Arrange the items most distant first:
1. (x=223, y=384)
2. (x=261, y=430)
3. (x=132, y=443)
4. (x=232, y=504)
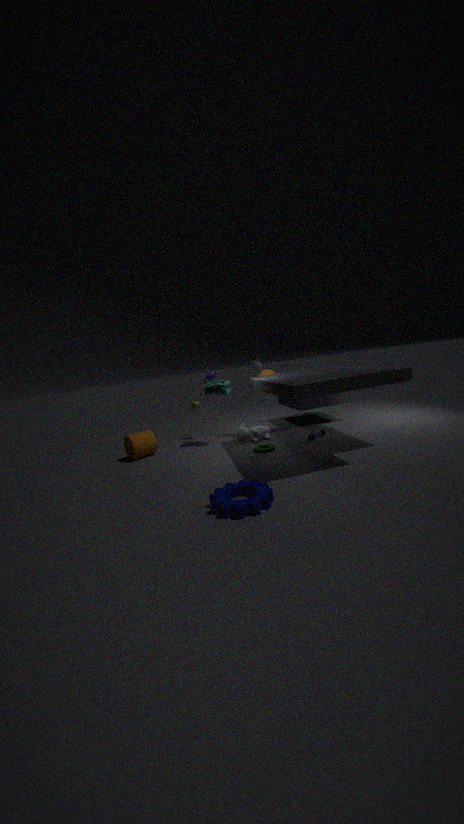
(x=261, y=430) < (x=223, y=384) < (x=132, y=443) < (x=232, y=504)
